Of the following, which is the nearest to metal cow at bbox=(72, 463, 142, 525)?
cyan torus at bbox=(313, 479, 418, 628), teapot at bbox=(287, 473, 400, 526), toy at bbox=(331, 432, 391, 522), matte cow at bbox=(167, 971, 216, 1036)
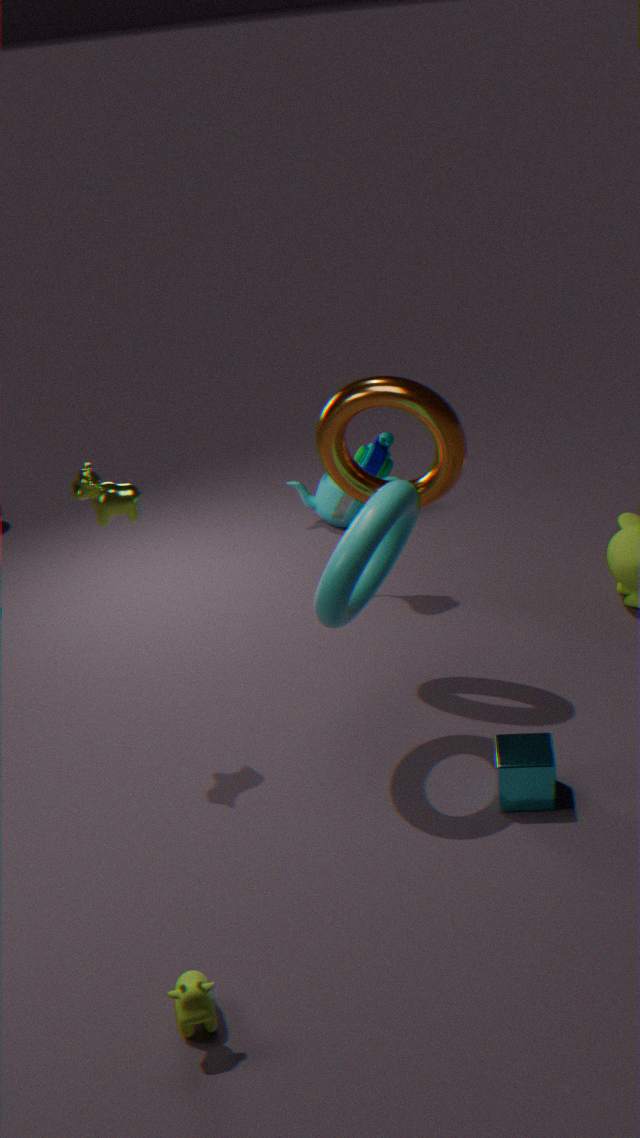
cyan torus at bbox=(313, 479, 418, 628)
